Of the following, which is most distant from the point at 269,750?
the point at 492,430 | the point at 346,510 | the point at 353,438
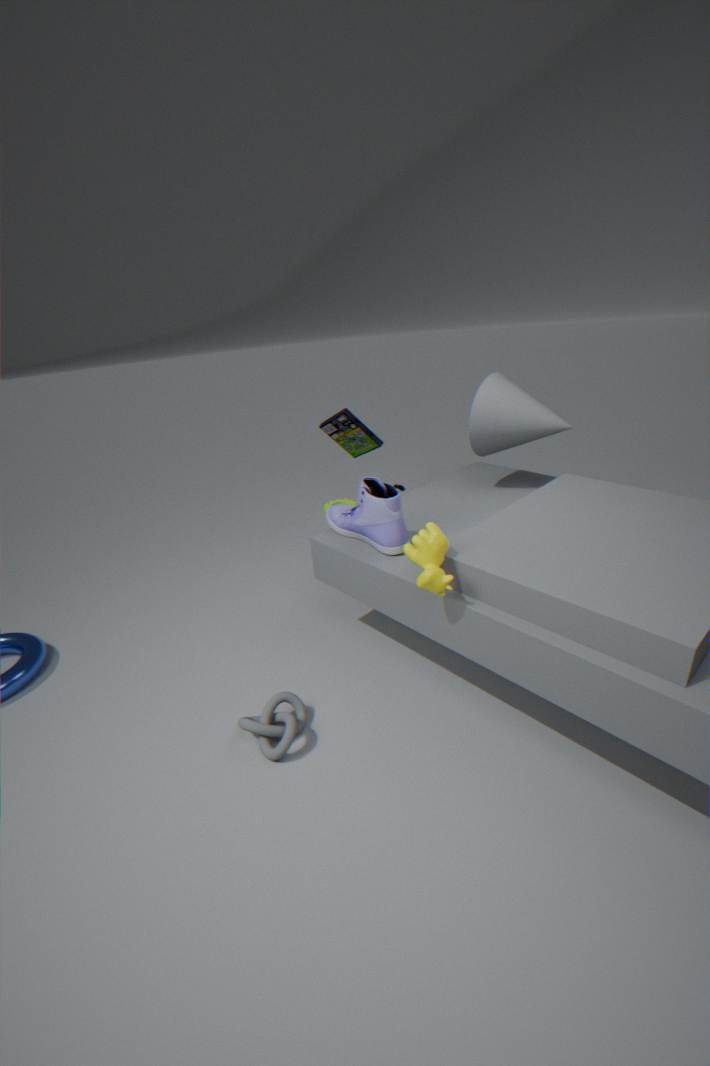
the point at 492,430
